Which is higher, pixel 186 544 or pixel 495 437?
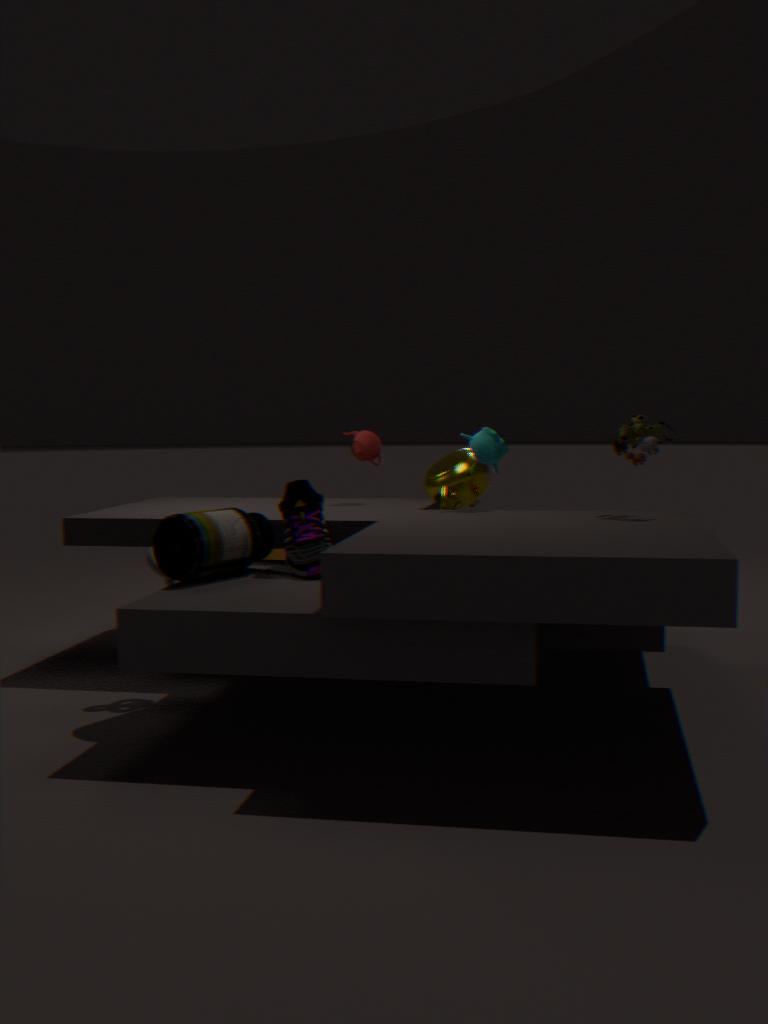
pixel 495 437
